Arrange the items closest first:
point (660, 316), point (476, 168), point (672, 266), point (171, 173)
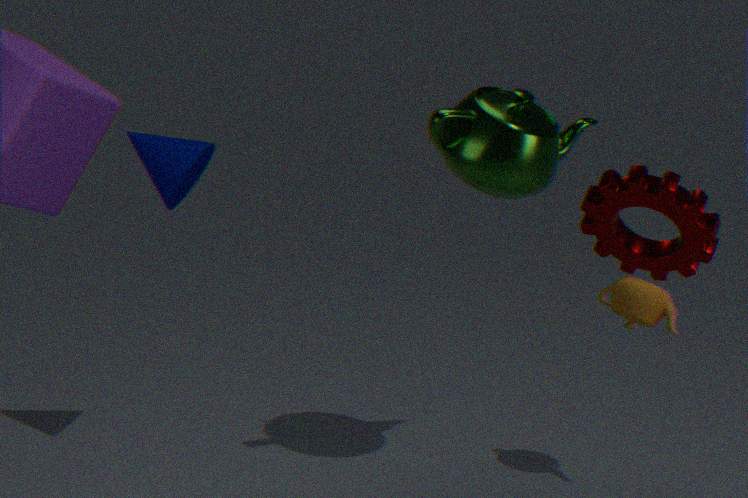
point (672, 266)
point (476, 168)
point (171, 173)
point (660, 316)
